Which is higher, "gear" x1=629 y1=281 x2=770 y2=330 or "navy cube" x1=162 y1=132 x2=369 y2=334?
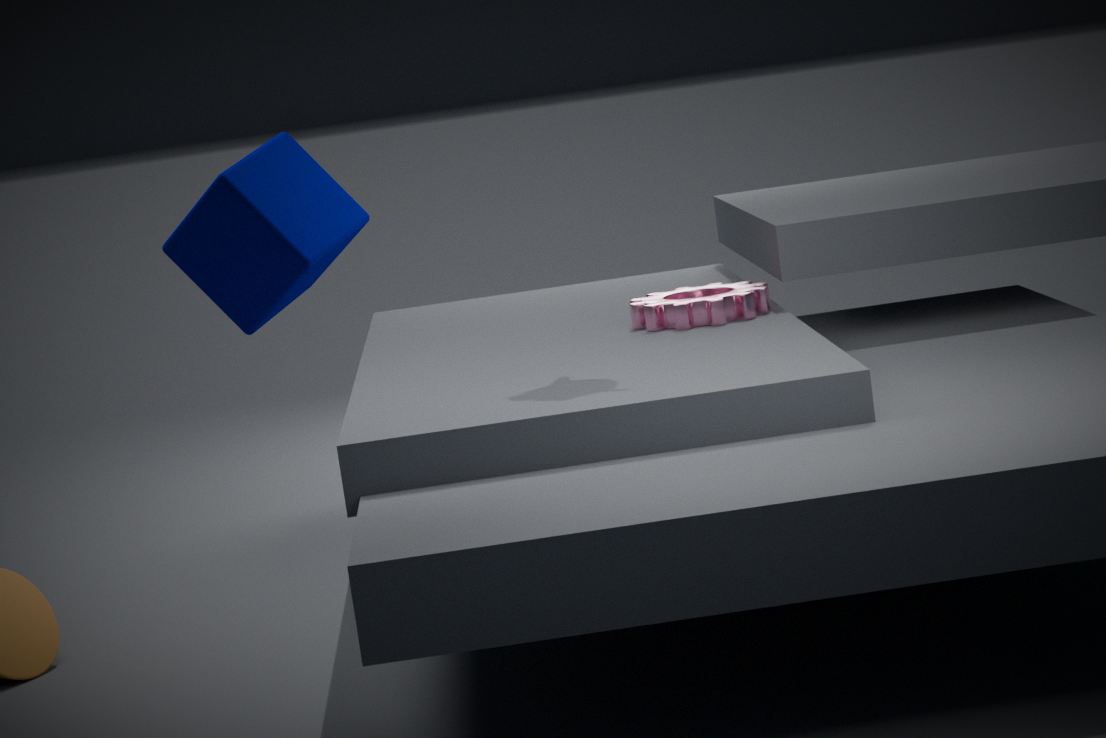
"navy cube" x1=162 y1=132 x2=369 y2=334
